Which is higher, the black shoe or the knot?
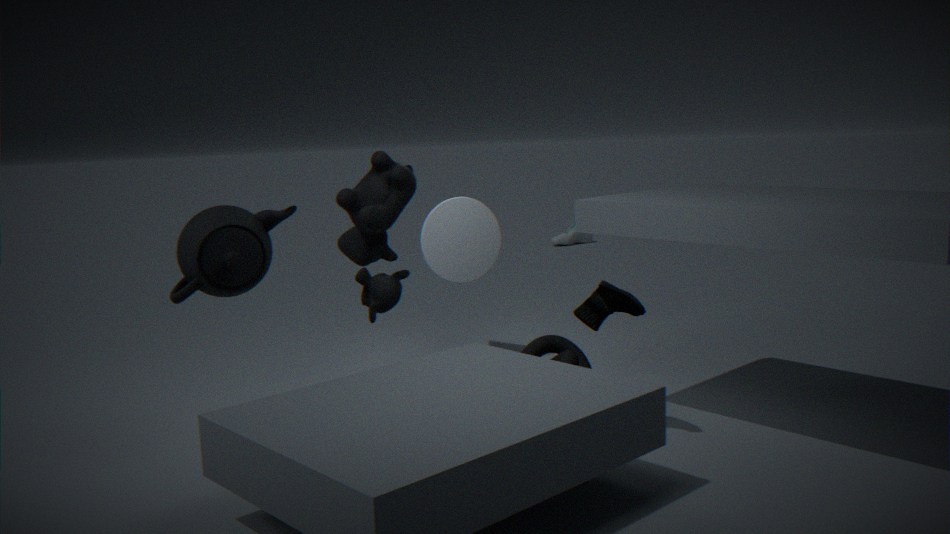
the black shoe
